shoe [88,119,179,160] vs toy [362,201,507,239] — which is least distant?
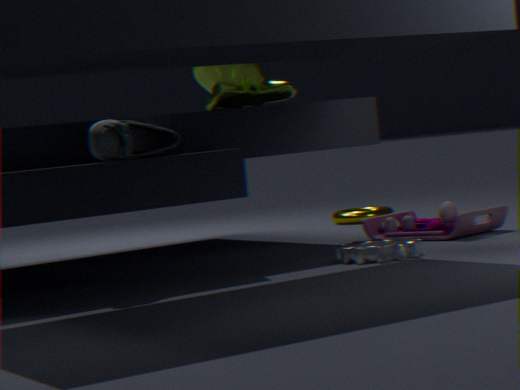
shoe [88,119,179,160]
